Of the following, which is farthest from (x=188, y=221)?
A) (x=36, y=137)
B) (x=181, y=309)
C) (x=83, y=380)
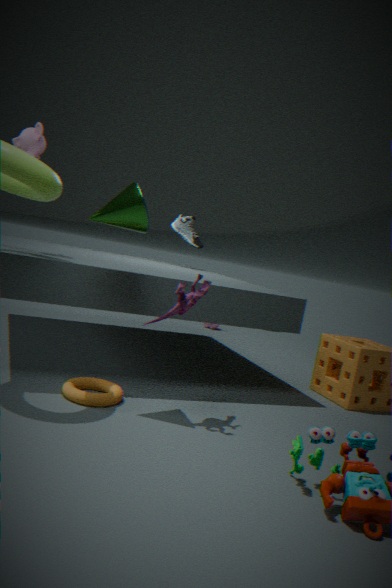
(x=83, y=380)
